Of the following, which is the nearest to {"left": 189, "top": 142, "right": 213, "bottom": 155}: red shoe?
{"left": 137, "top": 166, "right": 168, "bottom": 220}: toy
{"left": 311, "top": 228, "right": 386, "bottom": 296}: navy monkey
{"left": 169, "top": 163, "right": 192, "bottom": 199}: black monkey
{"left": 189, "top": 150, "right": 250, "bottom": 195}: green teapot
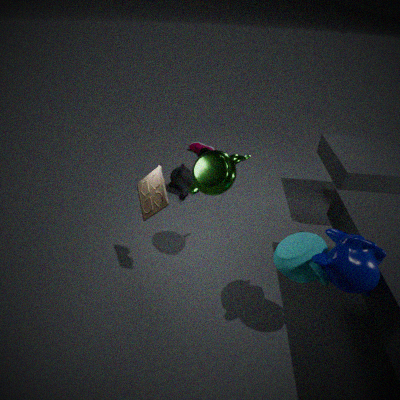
{"left": 169, "top": 163, "right": 192, "bottom": 199}: black monkey
